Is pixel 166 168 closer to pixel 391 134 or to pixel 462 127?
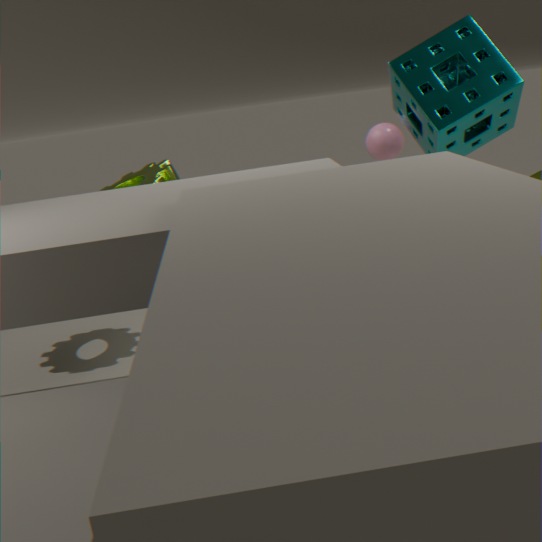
pixel 391 134
